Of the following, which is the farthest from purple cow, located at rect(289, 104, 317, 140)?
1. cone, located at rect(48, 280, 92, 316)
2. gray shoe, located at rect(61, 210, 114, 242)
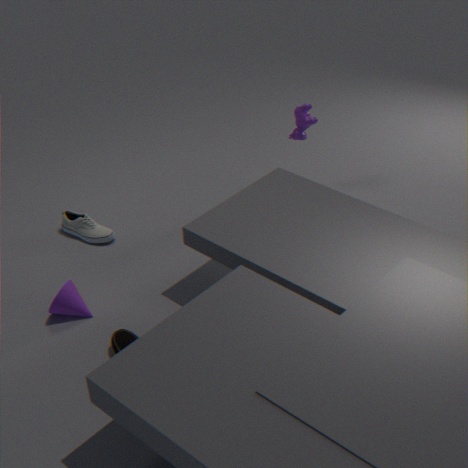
cone, located at rect(48, 280, 92, 316)
